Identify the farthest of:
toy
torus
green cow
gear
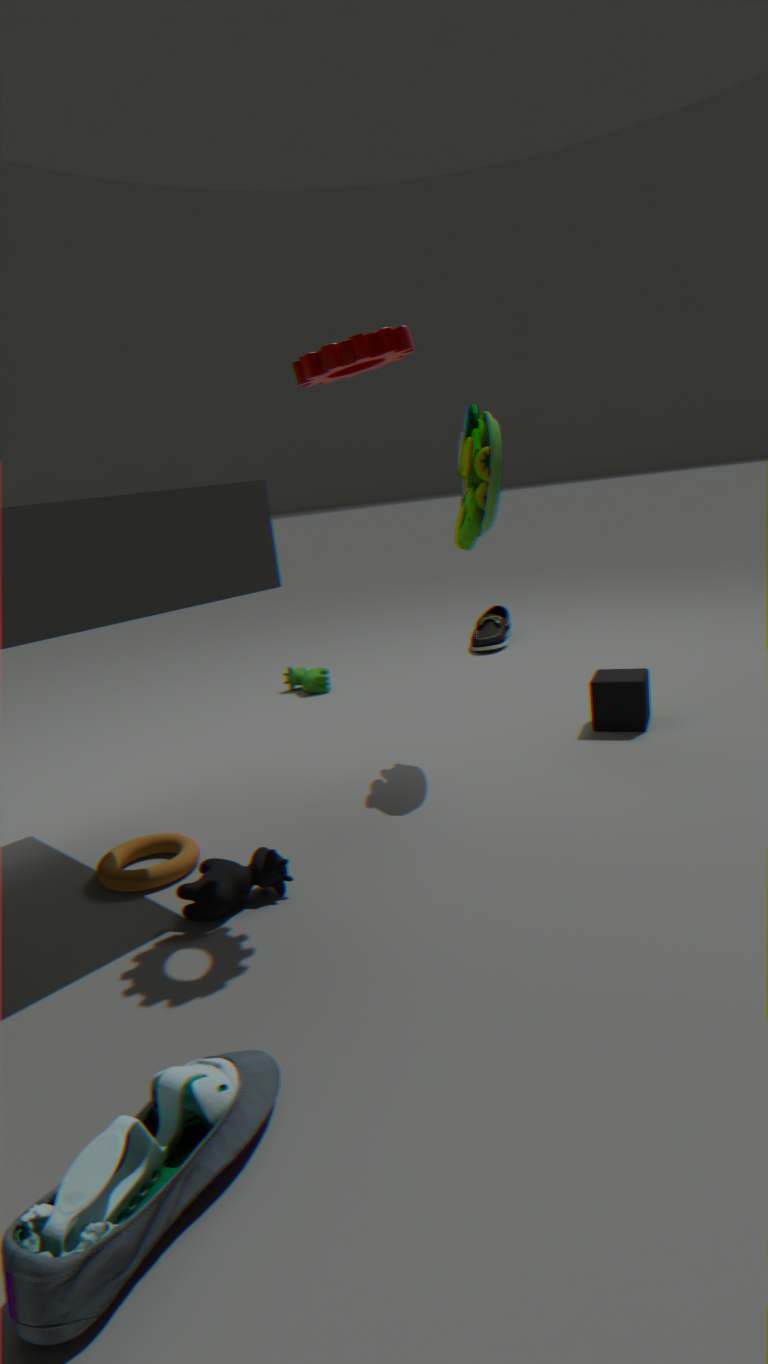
green cow
